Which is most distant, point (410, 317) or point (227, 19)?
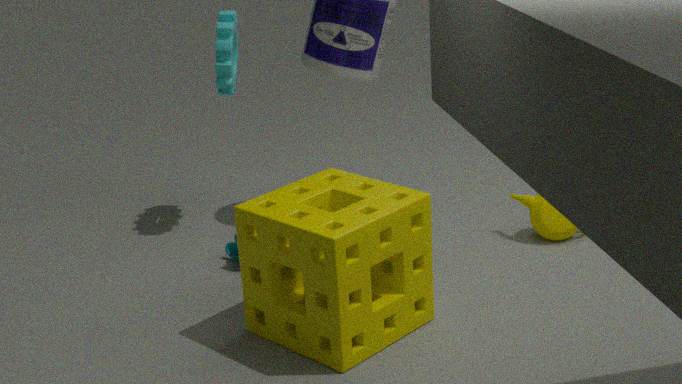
point (227, 19)
